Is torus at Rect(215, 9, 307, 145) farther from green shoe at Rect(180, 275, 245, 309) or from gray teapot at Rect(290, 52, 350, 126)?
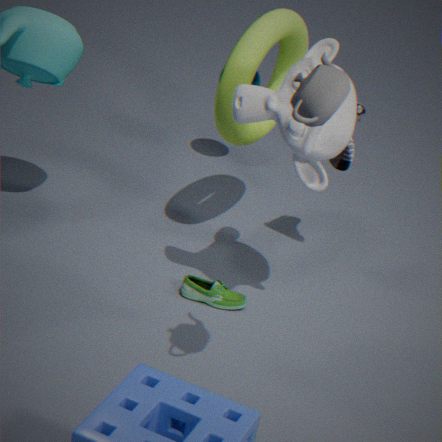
gray teapot at Rect(290, 52, 350, 126)
